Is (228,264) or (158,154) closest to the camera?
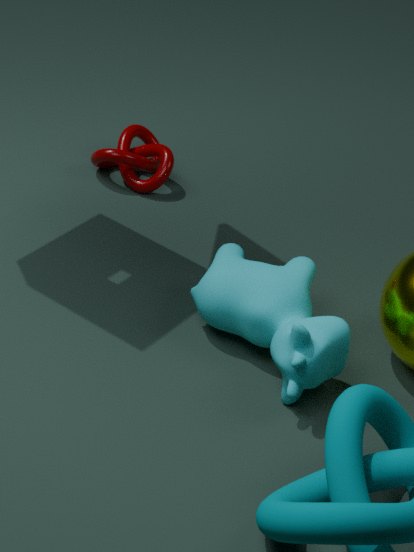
(228,264)
